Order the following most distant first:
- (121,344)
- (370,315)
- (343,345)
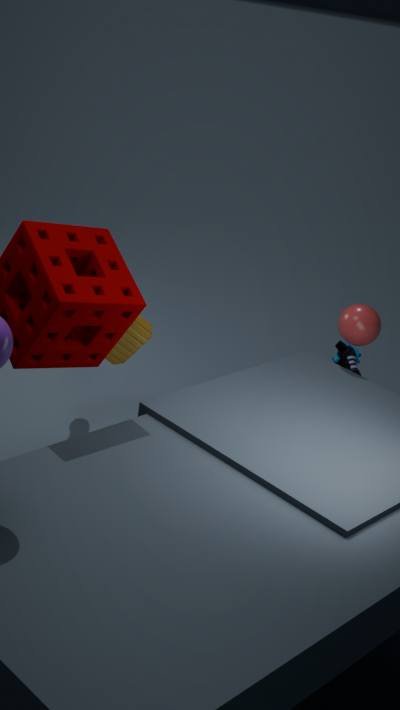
1. (343,345)
2. (121,344)
3. (370,315)
